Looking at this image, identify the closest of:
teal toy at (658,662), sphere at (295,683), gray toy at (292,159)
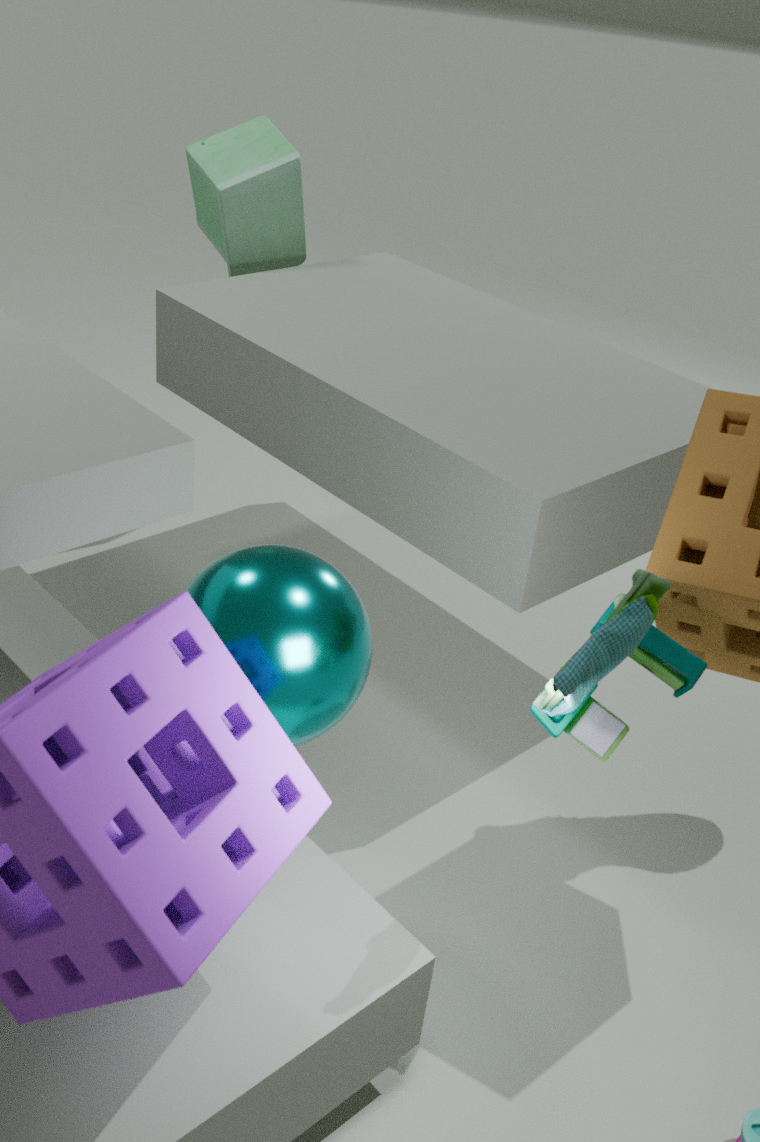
teal toy at (658,662)
